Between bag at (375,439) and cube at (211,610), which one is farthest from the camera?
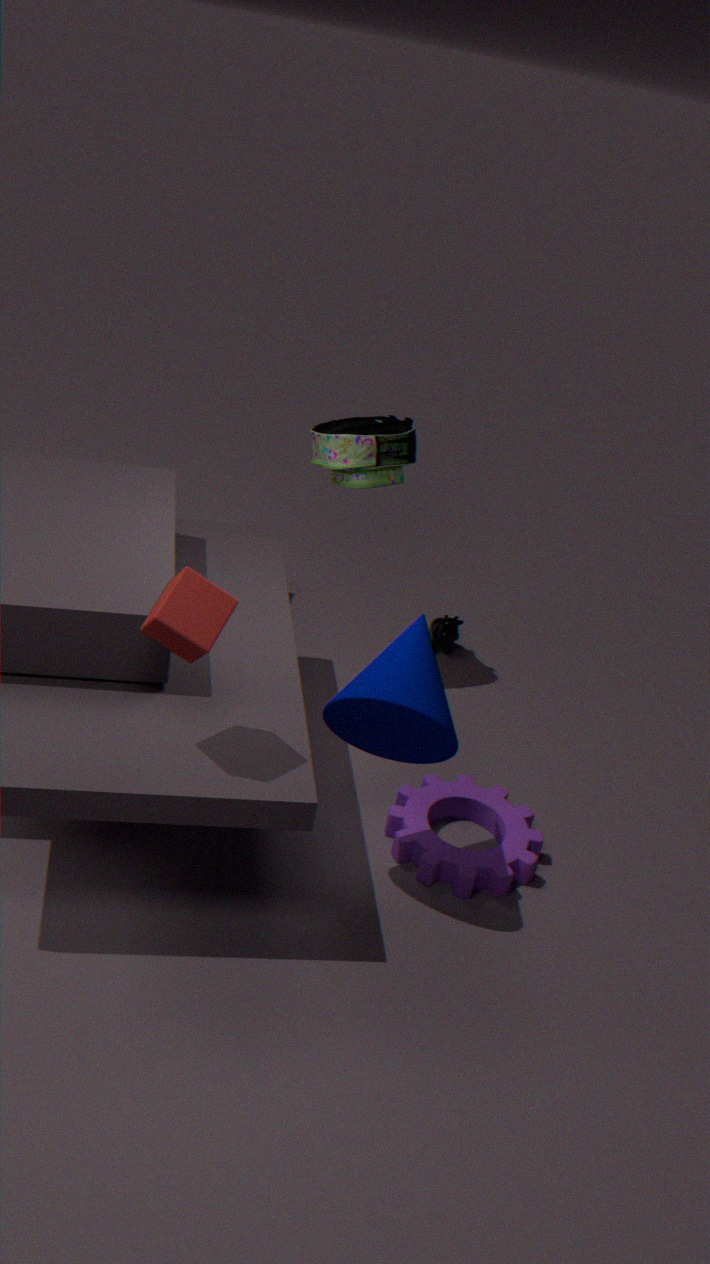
bag at (375,439)
